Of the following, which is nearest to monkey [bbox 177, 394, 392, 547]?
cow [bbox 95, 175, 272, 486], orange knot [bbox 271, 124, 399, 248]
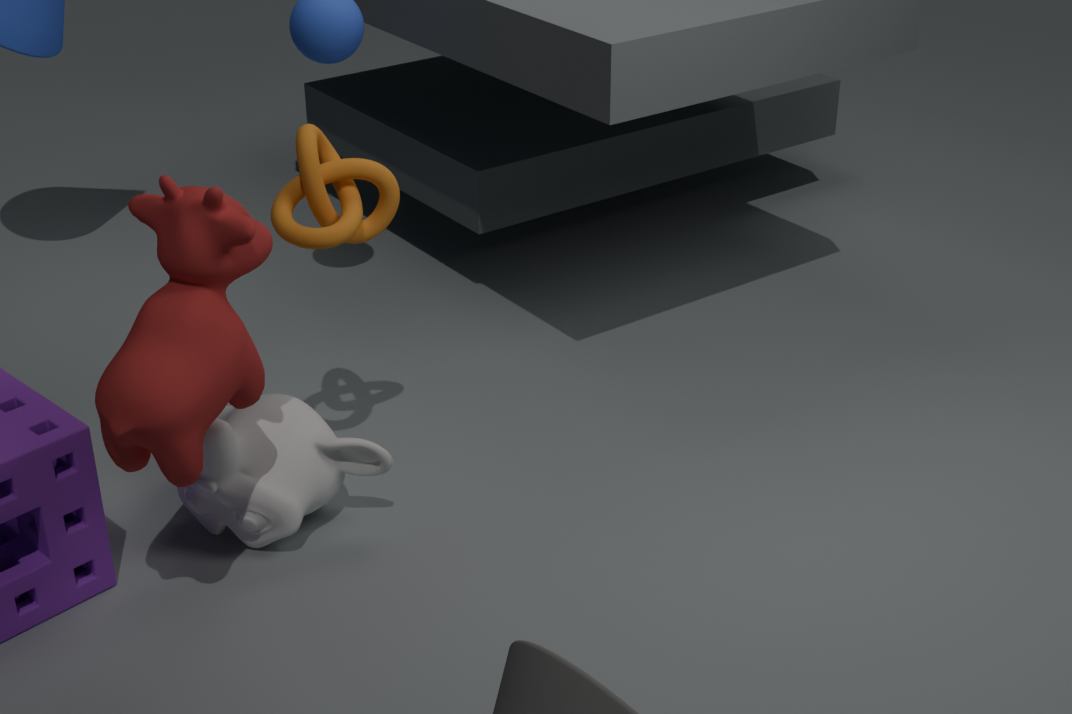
cow [bbox 95, 175, 272, 486]
